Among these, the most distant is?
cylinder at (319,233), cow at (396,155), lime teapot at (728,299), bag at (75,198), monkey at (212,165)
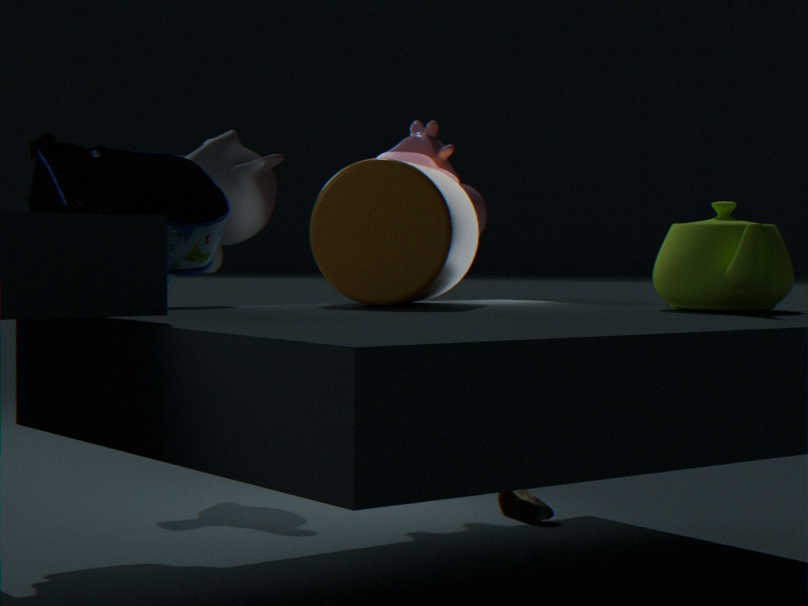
monkey at (212,165)
